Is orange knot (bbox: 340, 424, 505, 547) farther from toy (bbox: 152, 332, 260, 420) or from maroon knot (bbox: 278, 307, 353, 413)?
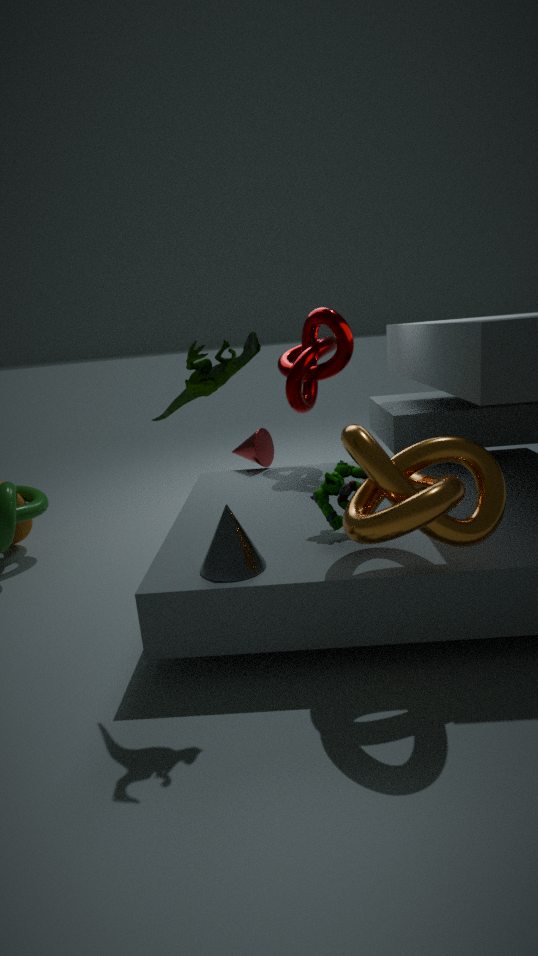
maroon knot (bbox: 278, 307, 353, 413)
